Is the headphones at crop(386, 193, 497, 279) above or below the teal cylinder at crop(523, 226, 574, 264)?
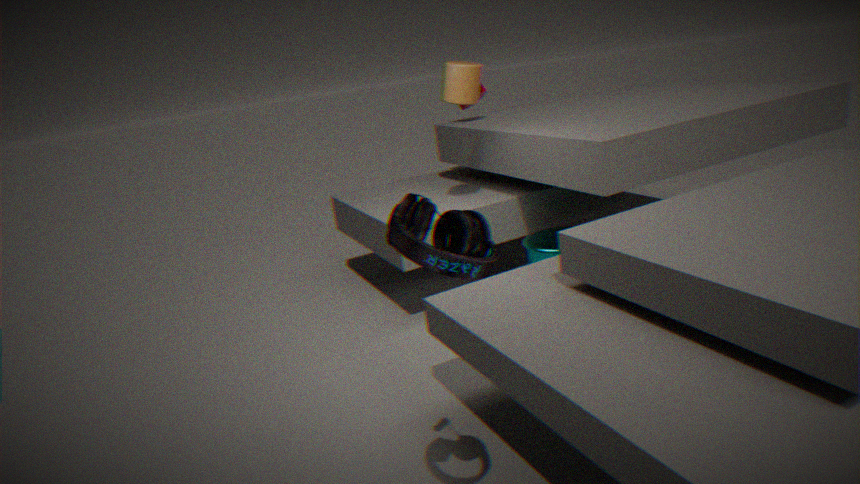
above
